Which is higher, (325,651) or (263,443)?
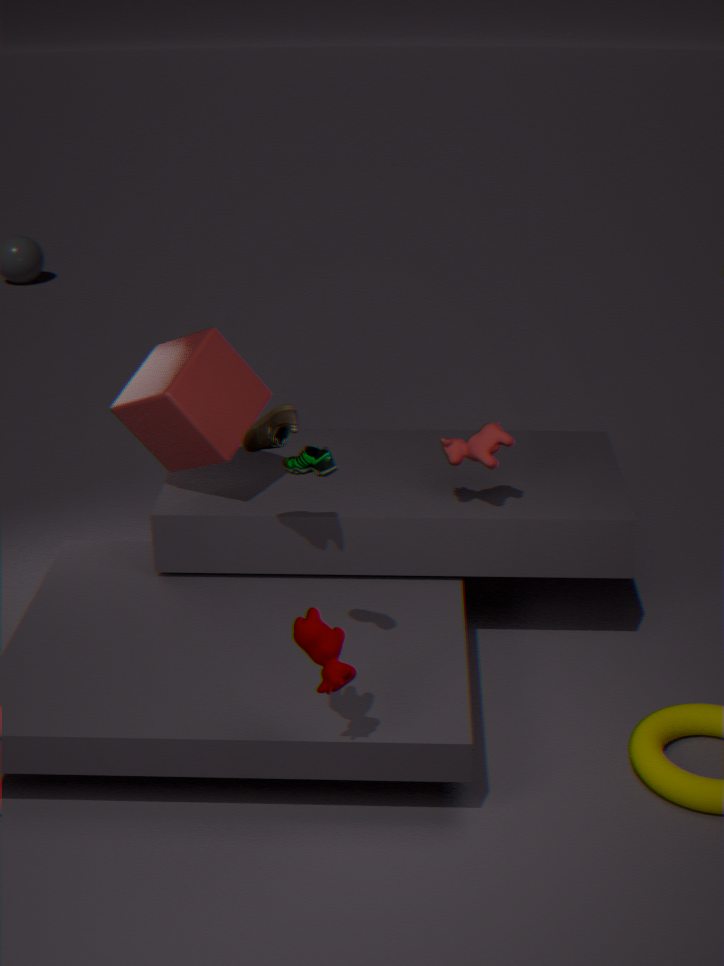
(263,443)
